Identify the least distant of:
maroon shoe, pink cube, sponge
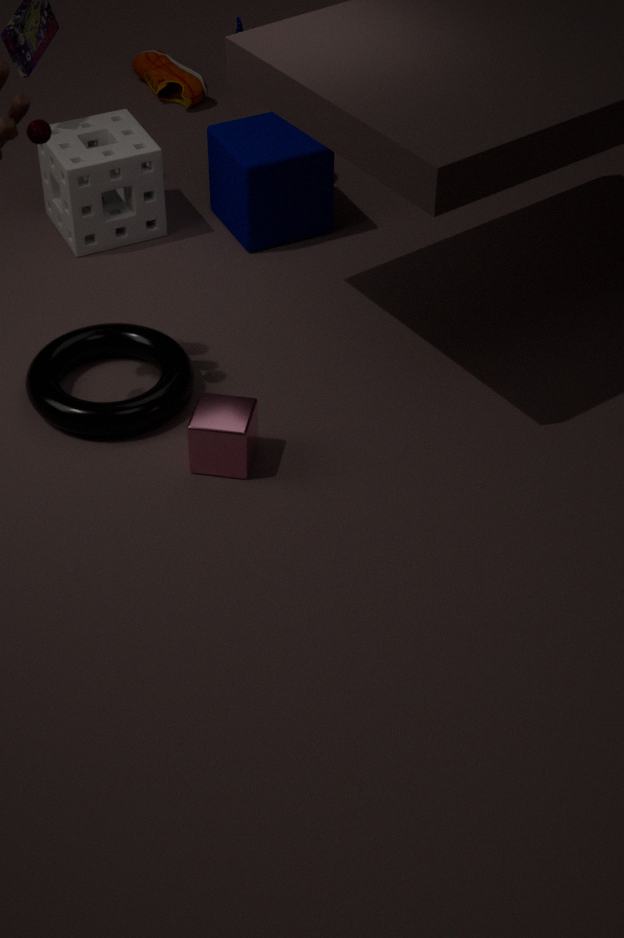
pink cube
